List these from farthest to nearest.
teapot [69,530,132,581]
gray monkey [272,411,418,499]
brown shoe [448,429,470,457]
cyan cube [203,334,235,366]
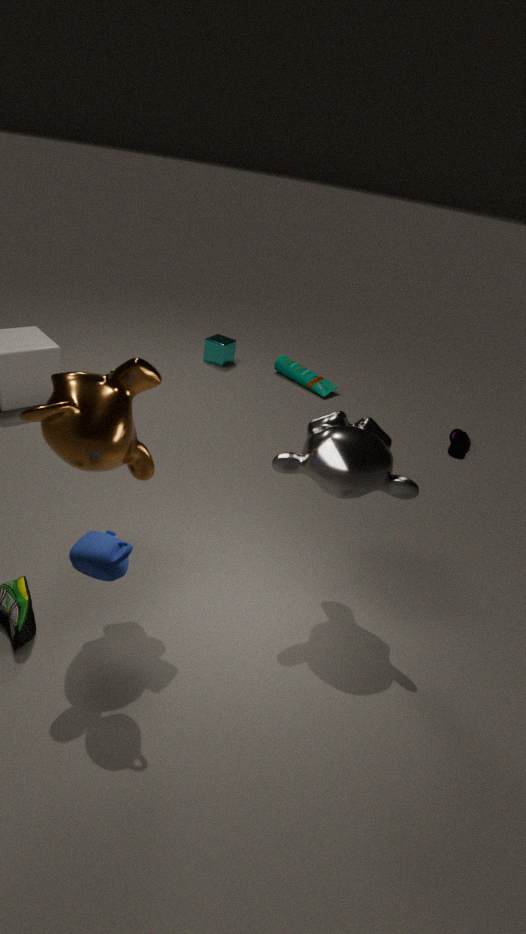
cyan cube [203,334,235,366]
brown shoe [448,429,470,457]
gray monkey [272,411,418,499]
teapot [69,530,132,581]
